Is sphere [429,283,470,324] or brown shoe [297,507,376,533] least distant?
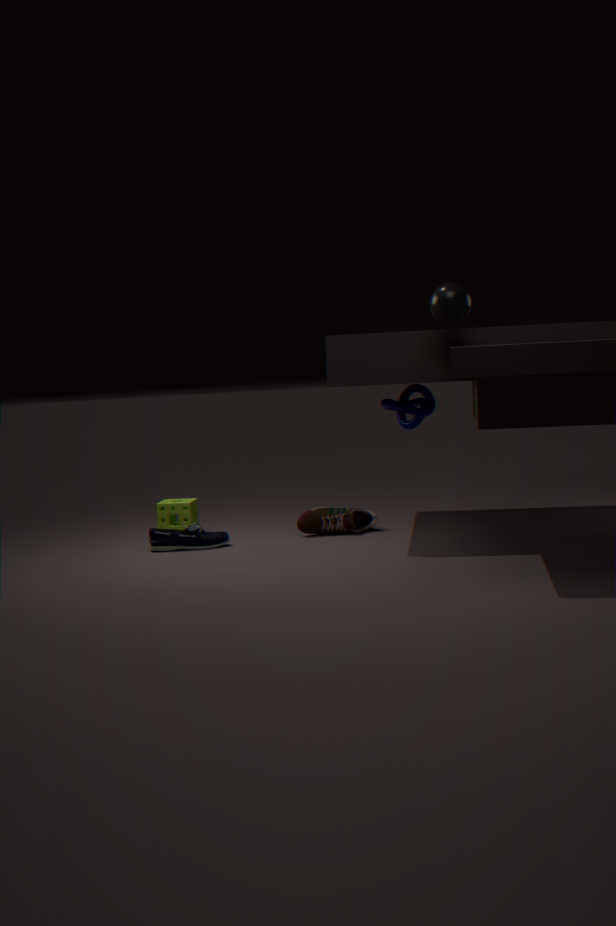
sphere [429,283,470,324]
